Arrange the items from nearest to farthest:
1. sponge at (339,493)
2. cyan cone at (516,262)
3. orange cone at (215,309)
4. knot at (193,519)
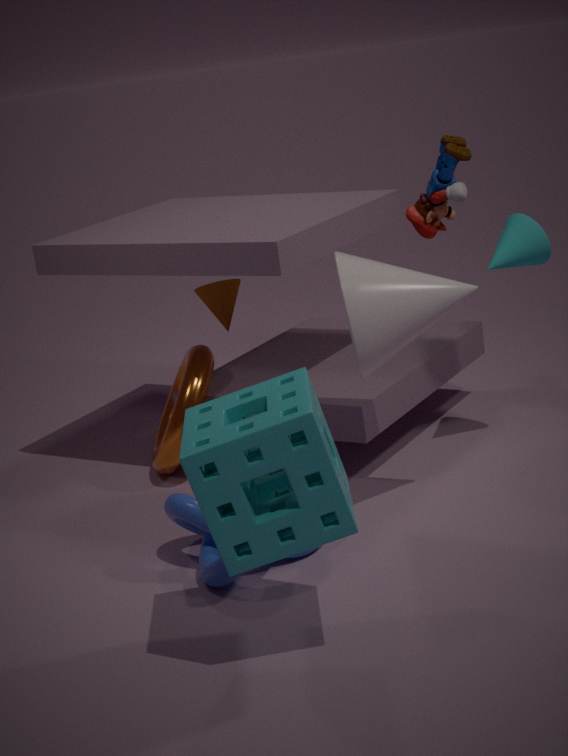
sponge at (339,493)
knot at (193,519)
cyan cone at (516,262)
orange cone at (215,309)
